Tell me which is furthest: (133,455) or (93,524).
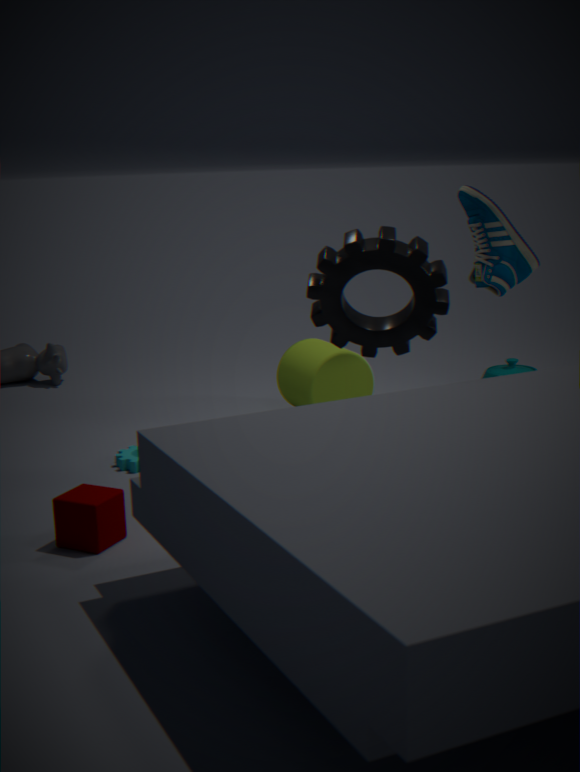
(133,455)
